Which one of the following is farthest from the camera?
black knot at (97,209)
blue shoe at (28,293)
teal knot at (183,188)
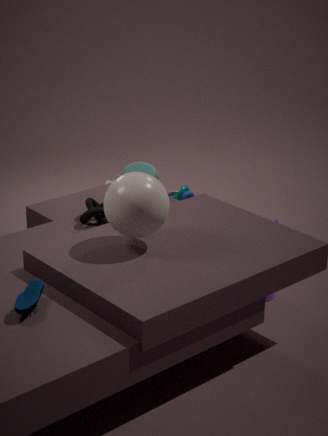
teal knot at (183,188)
